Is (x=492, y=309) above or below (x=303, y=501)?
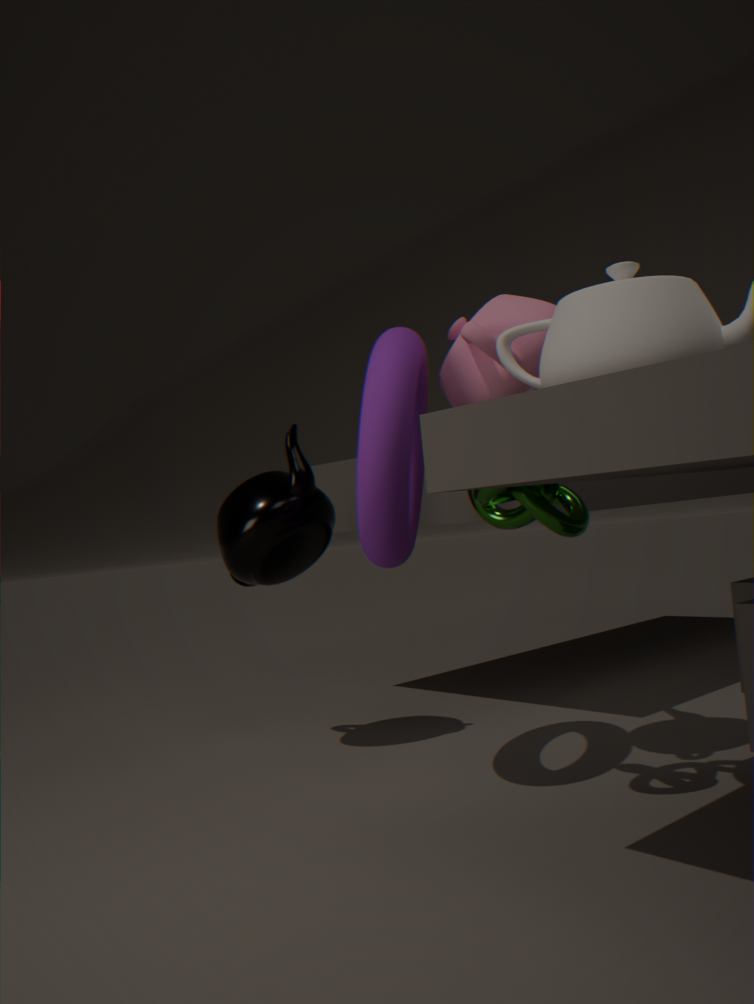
above
